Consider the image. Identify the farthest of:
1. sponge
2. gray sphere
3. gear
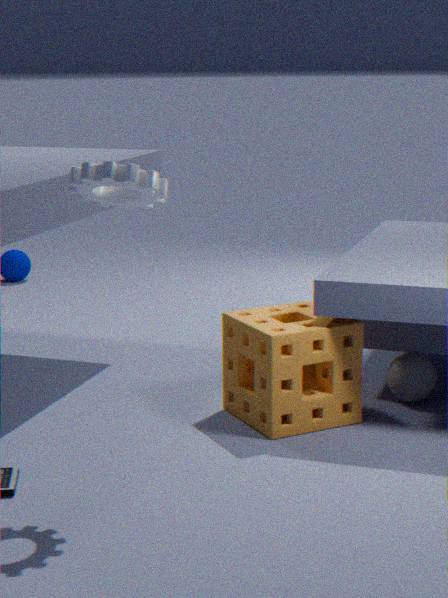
gray sphere
